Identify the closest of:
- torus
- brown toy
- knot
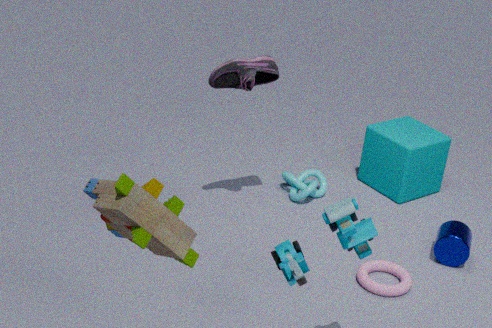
brown toy
